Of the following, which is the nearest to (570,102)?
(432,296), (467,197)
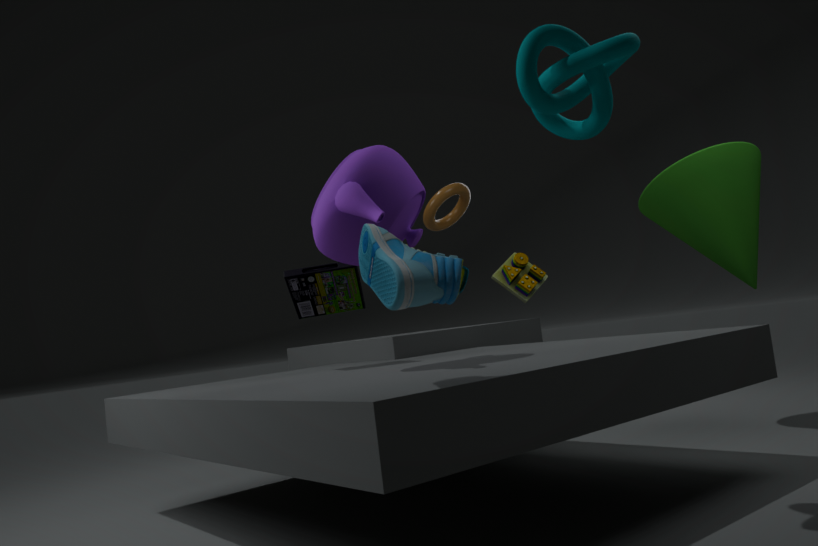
(432,296)
